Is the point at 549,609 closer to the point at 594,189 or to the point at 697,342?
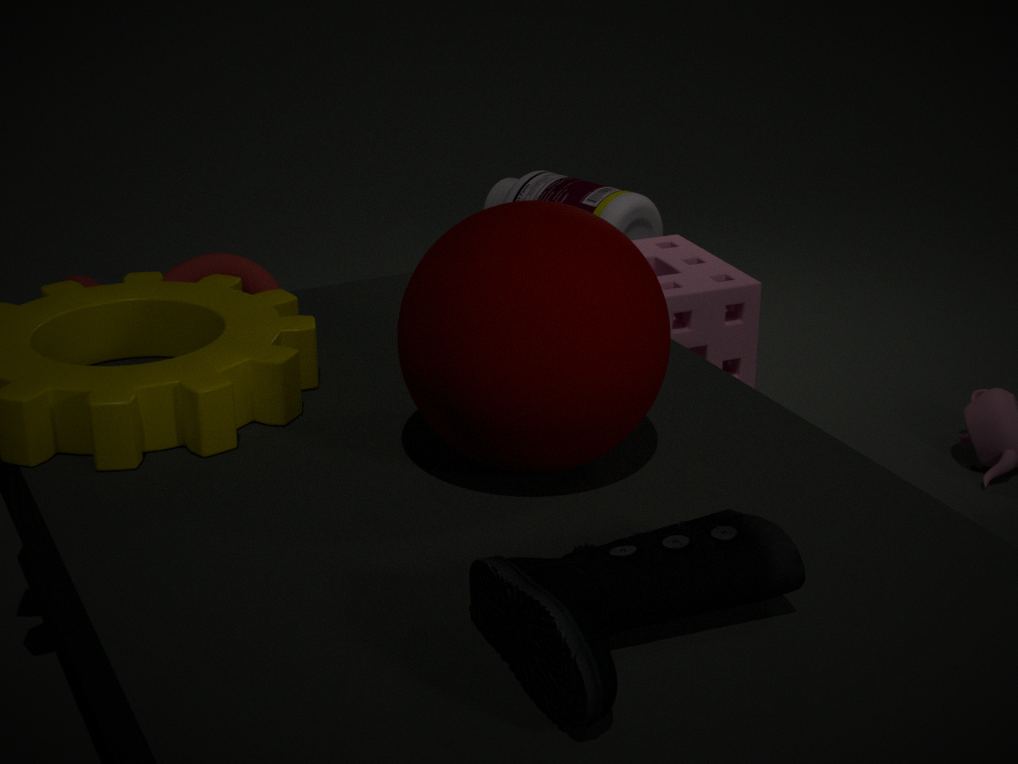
the point at 697,342
